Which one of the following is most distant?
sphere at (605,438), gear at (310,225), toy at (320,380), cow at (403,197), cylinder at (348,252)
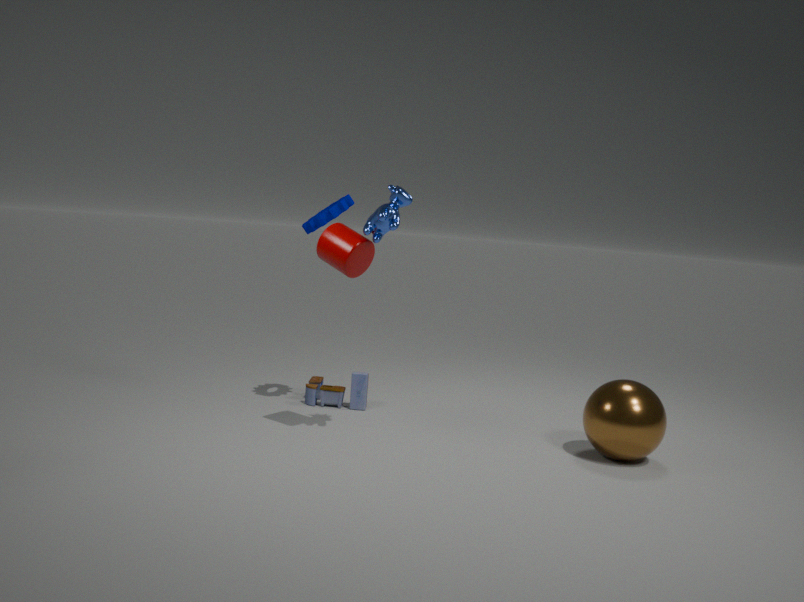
toy at (320,380)
